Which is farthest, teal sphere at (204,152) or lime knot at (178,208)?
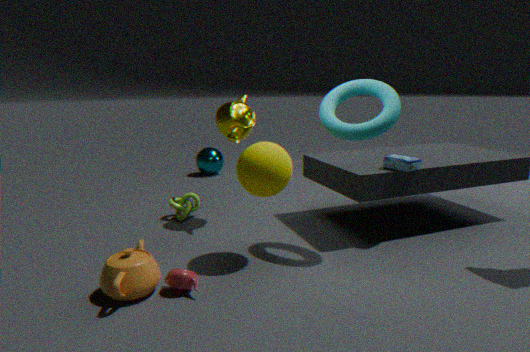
teal sphere at (204,152)
